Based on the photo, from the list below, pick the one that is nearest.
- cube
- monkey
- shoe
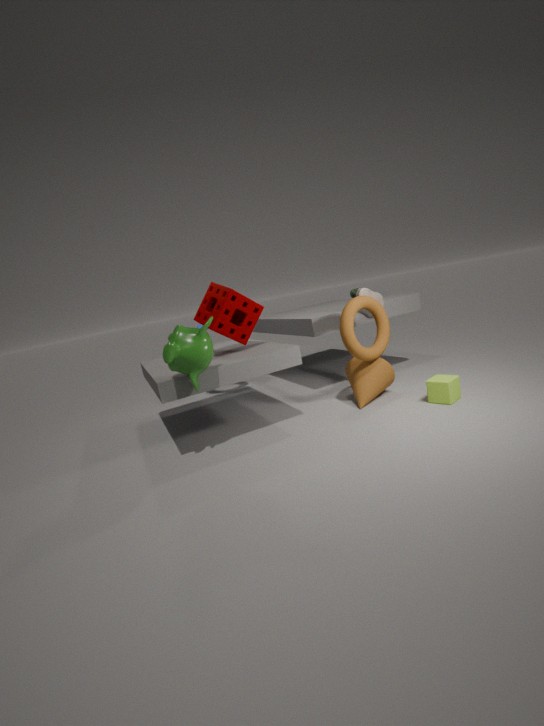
monkey
